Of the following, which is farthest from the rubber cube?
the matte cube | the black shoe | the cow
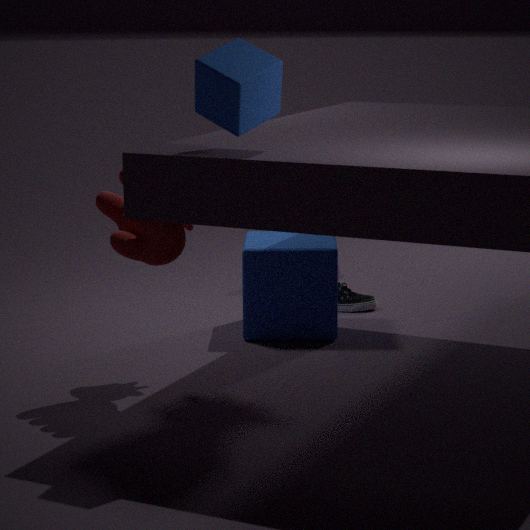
the matte cube
